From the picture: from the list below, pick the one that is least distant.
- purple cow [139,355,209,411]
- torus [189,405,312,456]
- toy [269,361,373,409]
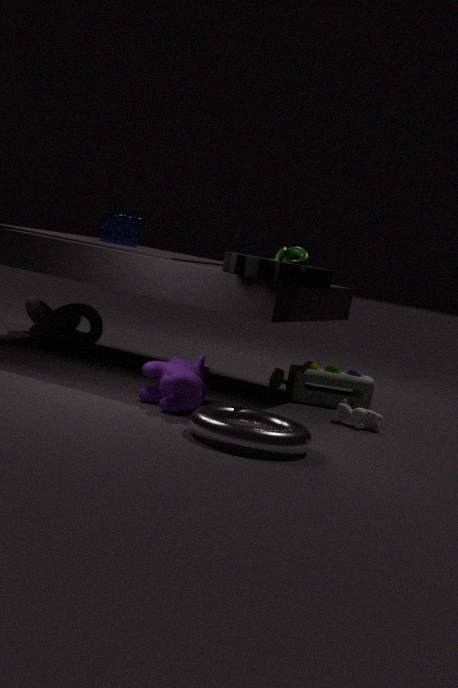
torus [189,405,312,456]
